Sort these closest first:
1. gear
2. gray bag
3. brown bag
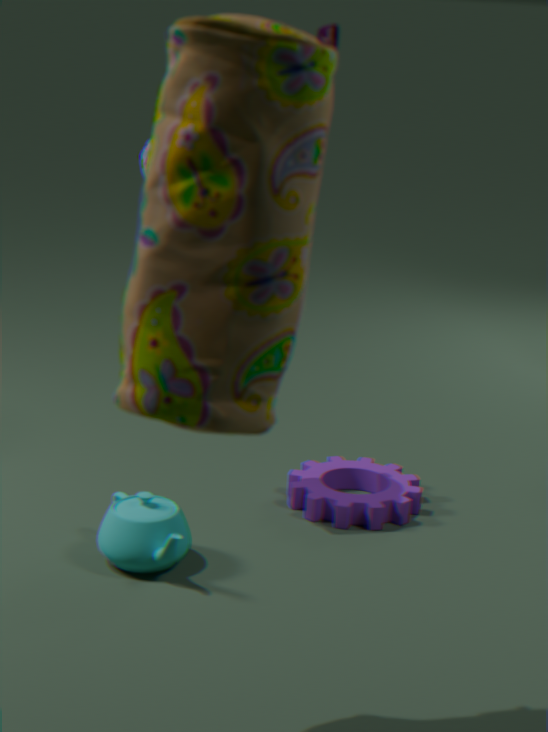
brown bag, gray bag, gear
